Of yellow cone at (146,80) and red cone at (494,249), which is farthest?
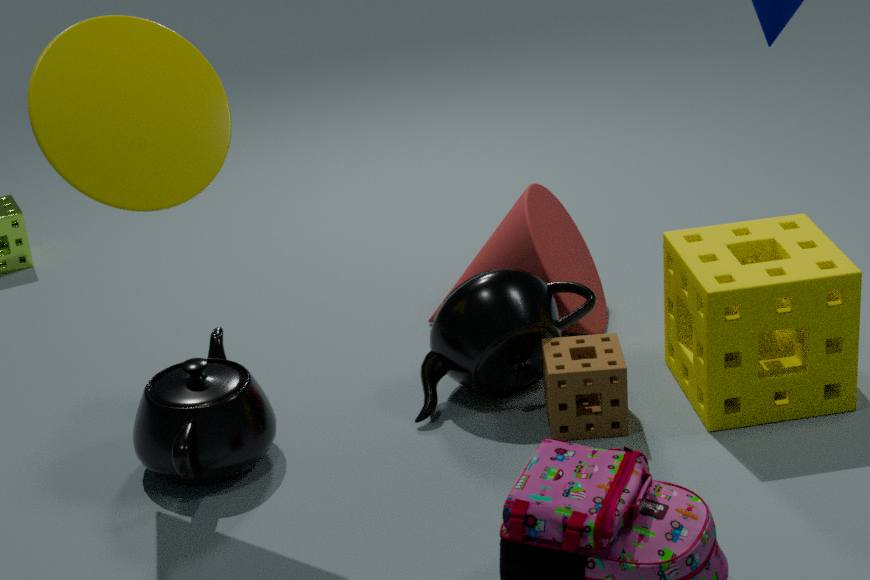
red cone at (494,249)
